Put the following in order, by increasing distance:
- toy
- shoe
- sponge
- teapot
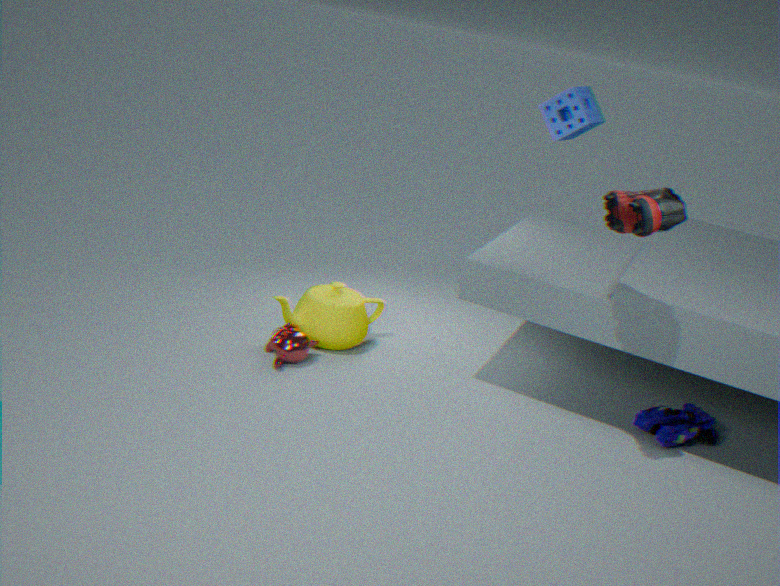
shoe
toy
teapot
sponge
